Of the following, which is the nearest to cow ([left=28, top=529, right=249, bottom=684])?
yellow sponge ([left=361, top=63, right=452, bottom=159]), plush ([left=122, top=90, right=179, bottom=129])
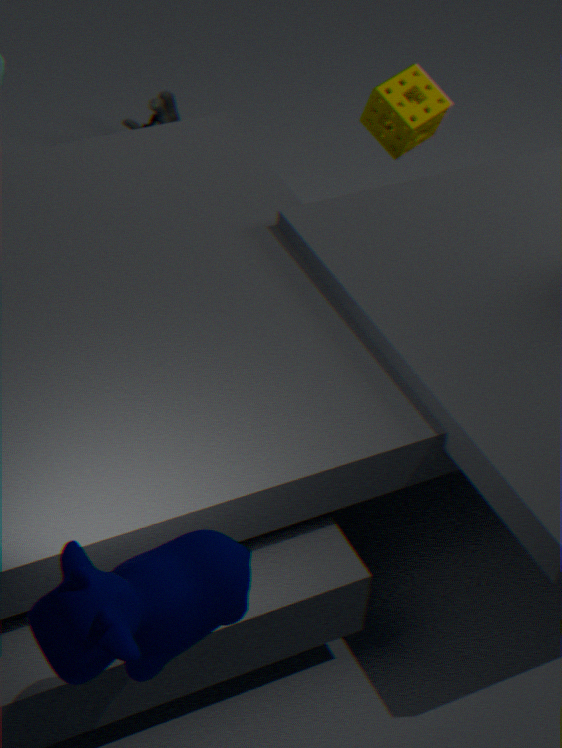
yellow sponge ([left=361, top=63, right=452, bottom=159])
